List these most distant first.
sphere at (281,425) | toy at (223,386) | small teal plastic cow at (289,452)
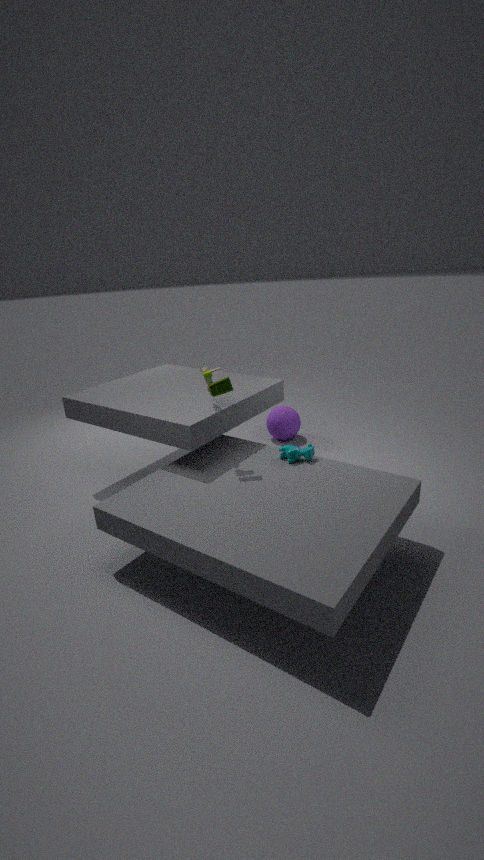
sphere at (281,425) → small teal plastic cow at (289,452) → toy at (223,386)
